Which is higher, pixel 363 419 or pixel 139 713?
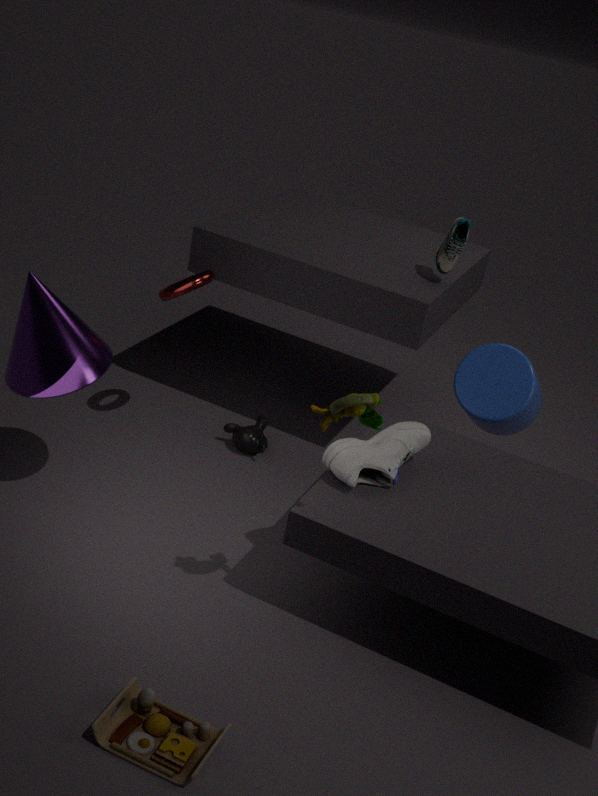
pixel 363 419
